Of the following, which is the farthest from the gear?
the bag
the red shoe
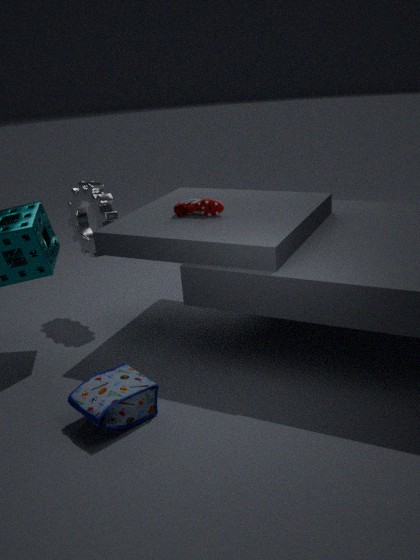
the bag
